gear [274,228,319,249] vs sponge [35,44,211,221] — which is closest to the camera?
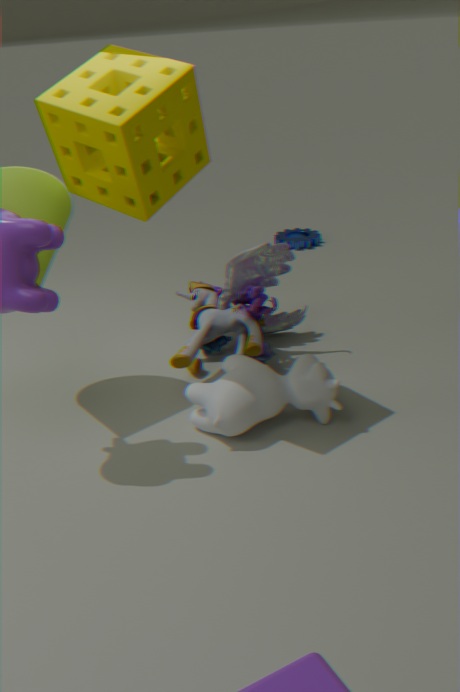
sponge [35,44,211,221]
